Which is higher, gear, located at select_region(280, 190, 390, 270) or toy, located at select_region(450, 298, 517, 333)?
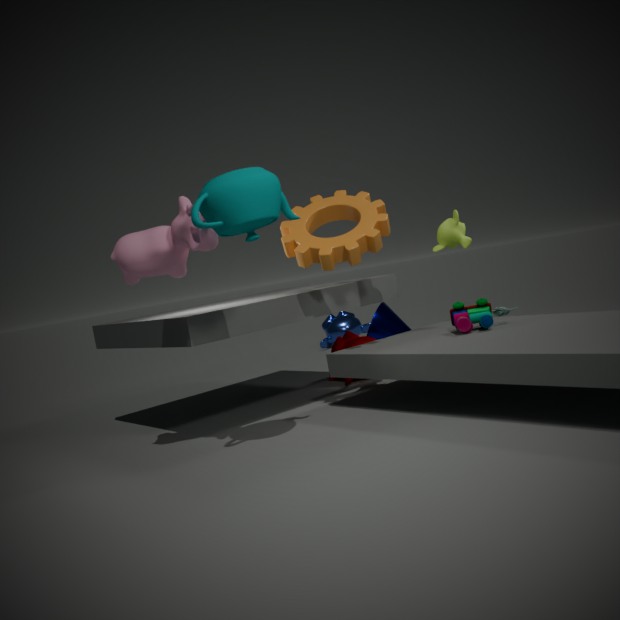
gear, located at select_region(280, 190, 390, 270)
